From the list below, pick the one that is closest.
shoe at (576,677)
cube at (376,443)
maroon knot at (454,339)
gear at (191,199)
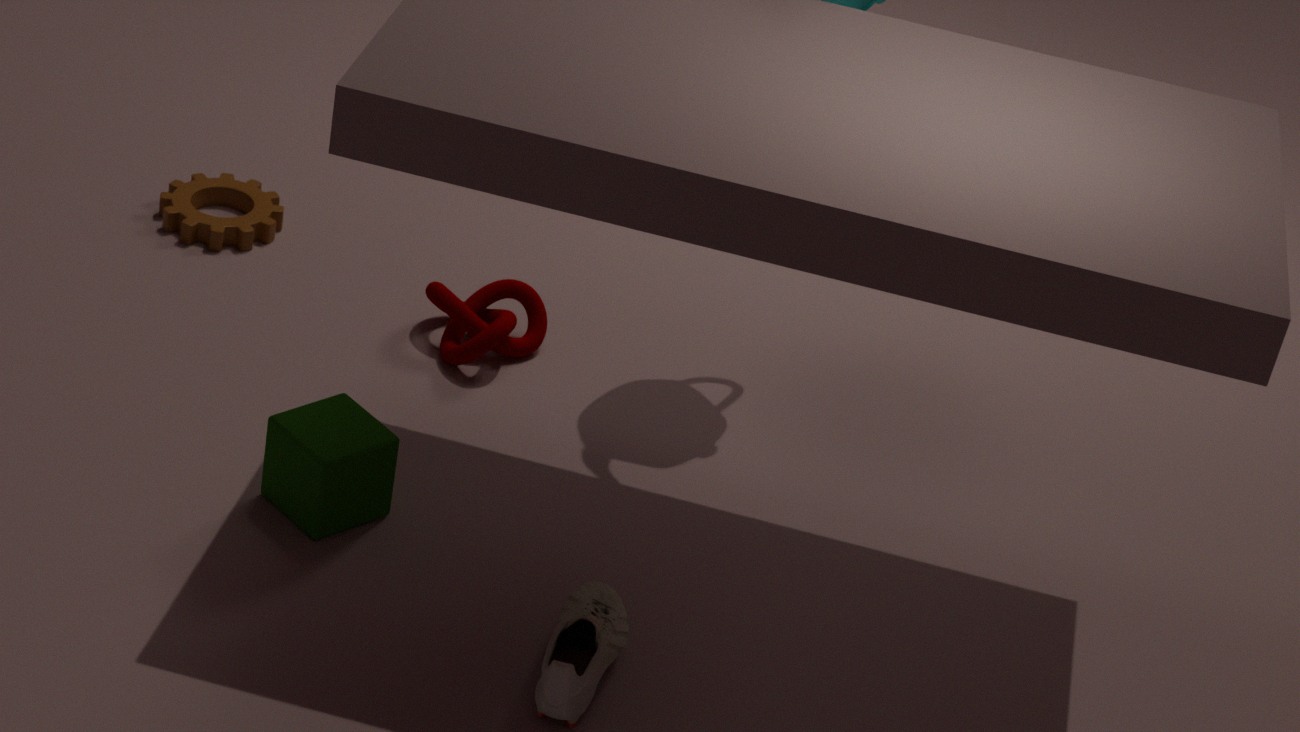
shoe at (576,677)
